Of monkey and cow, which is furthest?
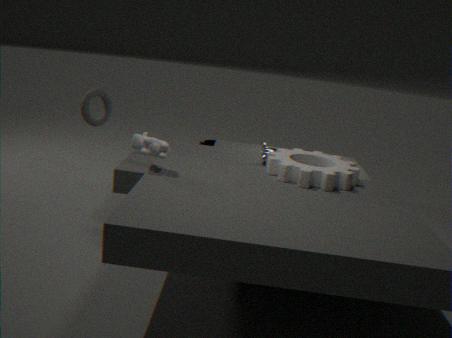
monkey
